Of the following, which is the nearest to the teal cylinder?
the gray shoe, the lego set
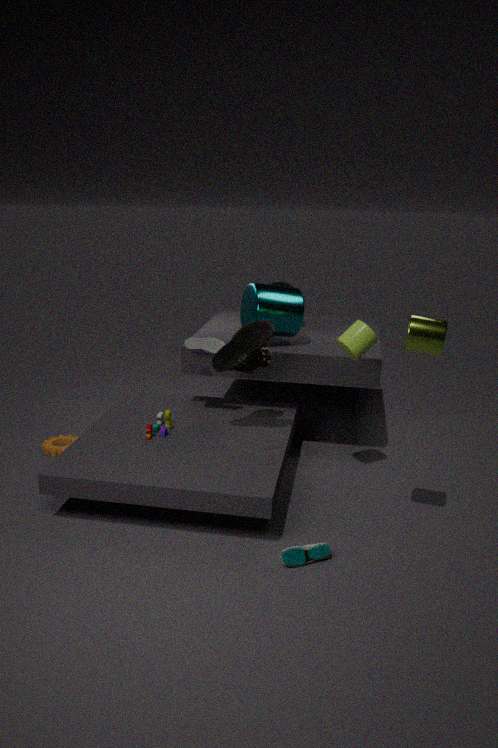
the gray shoe
